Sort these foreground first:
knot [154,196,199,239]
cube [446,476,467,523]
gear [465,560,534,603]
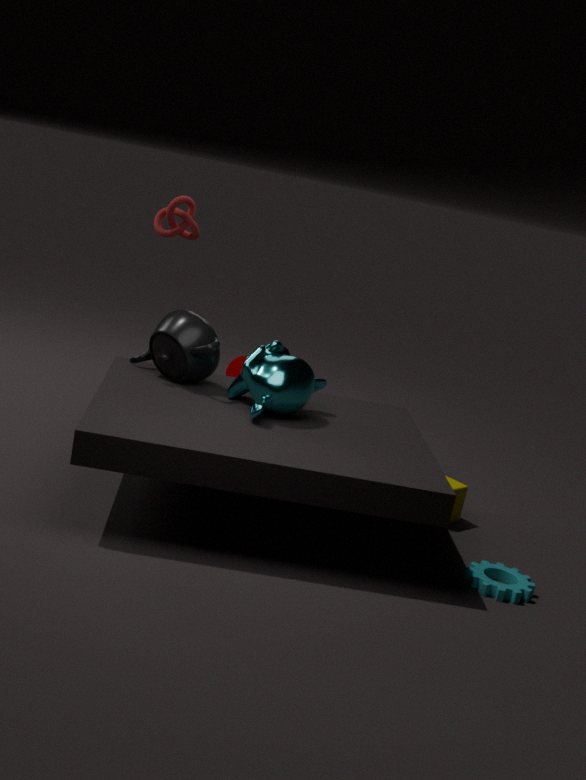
gear [465,560,534,603] < cube [446,476,467,523] < knot [154,196,199,239]
